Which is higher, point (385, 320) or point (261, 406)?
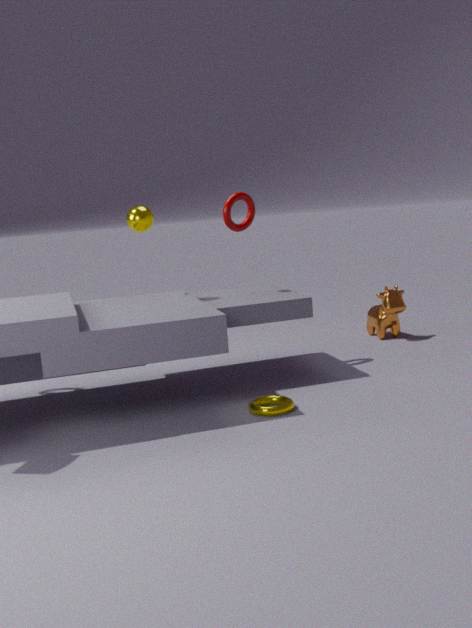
point (385, 320)
